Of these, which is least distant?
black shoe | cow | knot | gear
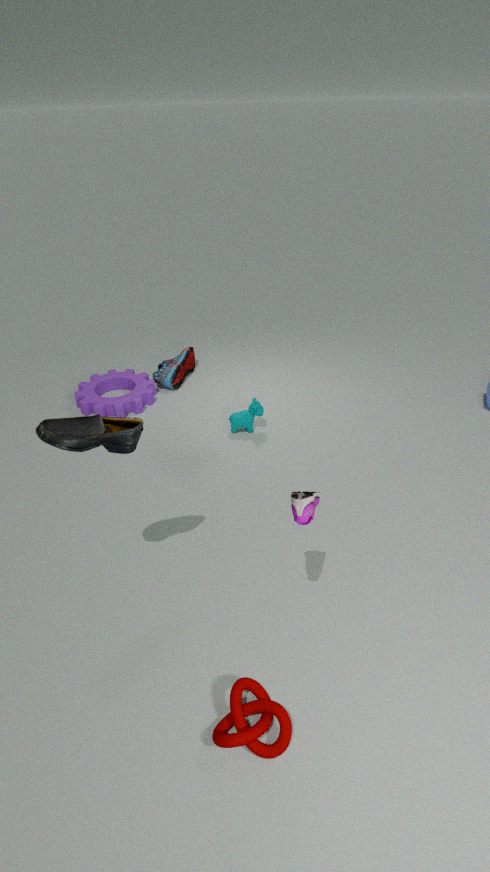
black shoe
